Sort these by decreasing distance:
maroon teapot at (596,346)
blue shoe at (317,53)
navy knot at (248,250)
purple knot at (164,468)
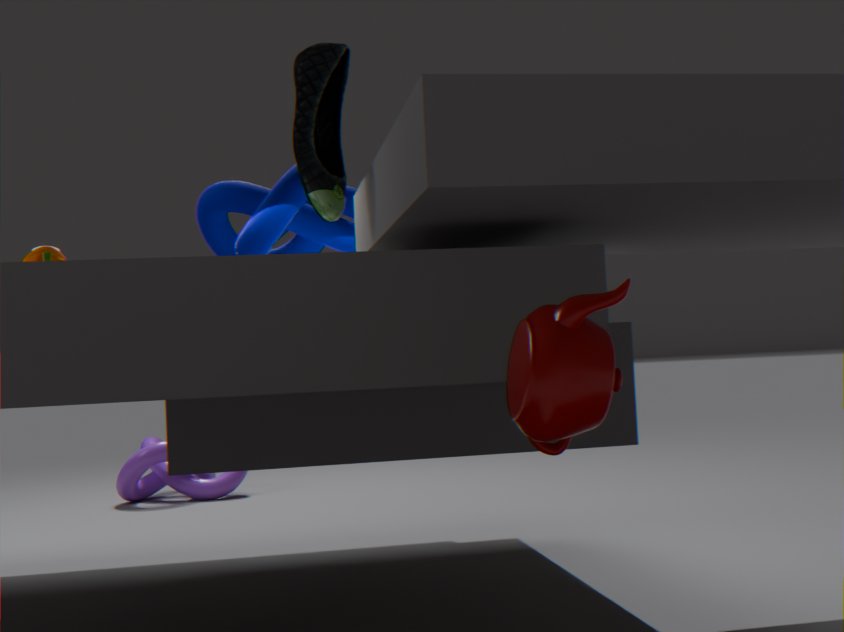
1. purple knot at (164,468)
2. navy knot at (248,250)
3. blue shoe at (317,53)
4. maroon teapot at (596,346)
